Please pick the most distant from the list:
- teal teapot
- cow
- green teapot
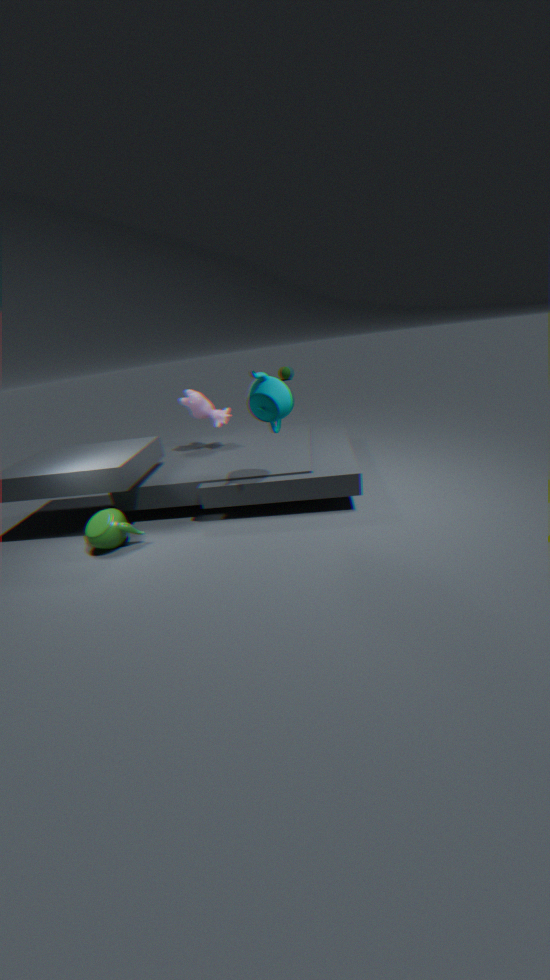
cow
